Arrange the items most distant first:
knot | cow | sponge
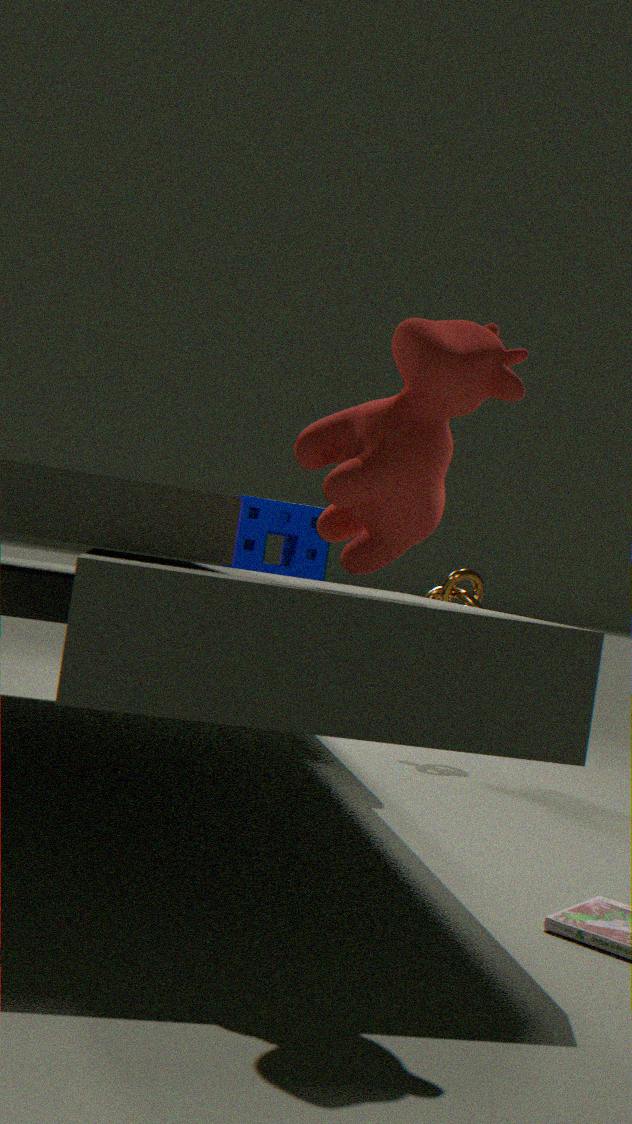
knot, sponge, cow
